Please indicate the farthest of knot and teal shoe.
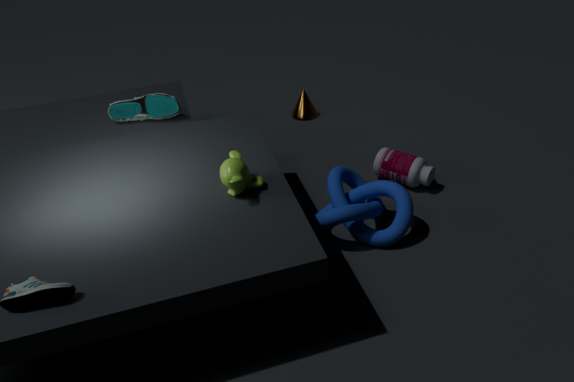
teal shoe
